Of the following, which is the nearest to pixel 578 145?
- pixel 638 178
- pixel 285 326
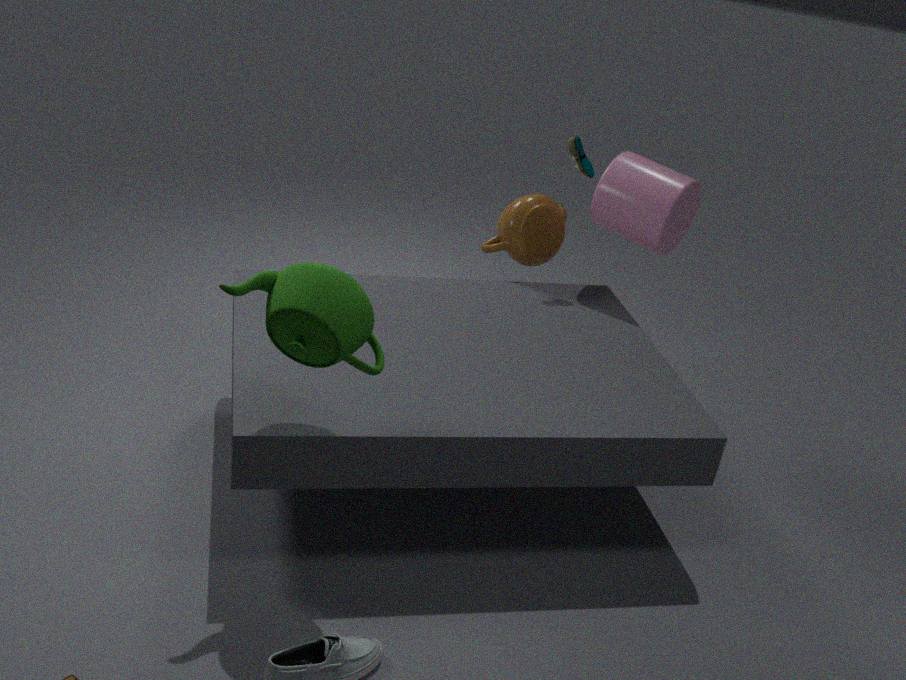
pixel 638 178
